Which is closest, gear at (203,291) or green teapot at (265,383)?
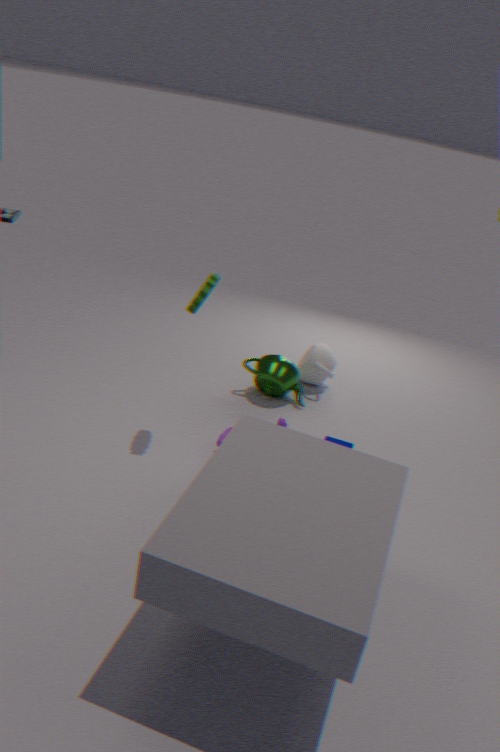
gear at (203,291)
